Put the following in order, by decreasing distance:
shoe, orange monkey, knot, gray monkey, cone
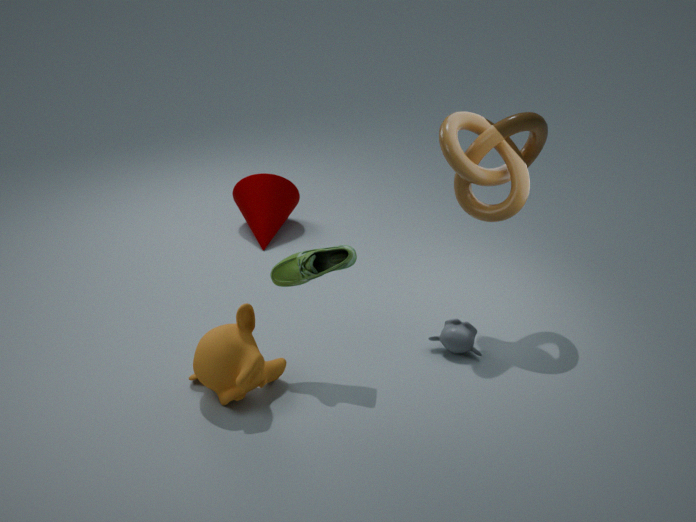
cone, gray monkey, knot, shoe, orange monkey
